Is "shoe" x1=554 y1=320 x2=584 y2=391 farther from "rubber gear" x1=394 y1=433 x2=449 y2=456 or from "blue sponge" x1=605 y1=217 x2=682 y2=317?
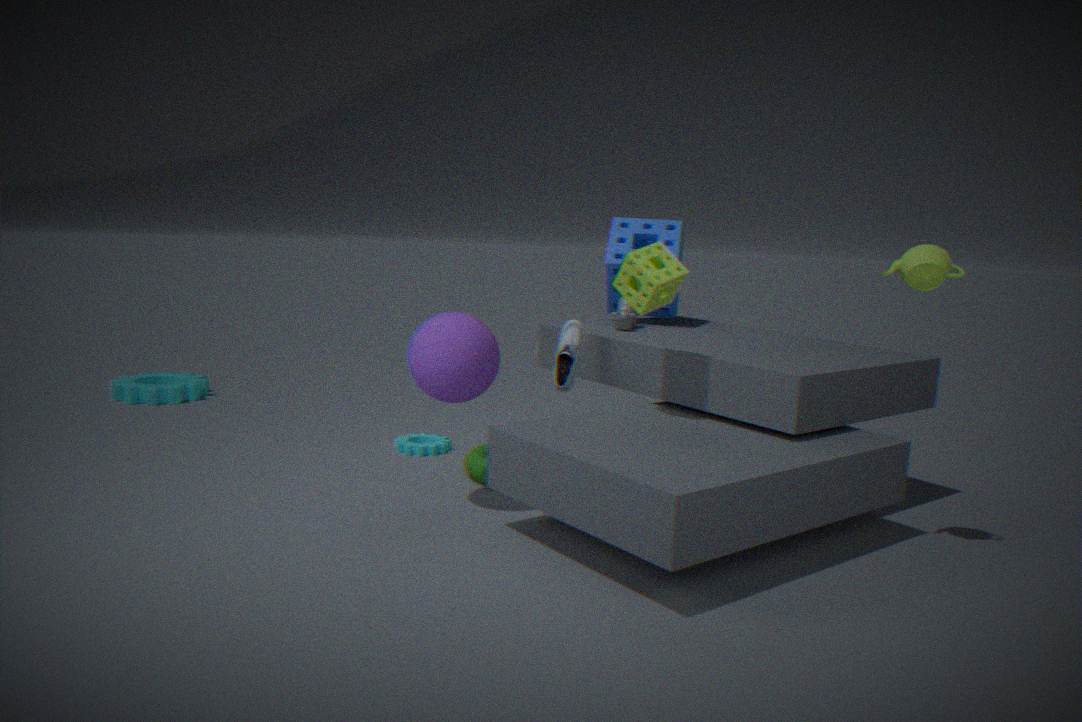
"rubber gear" x1=394 y1=433 x2=449 y2=456
